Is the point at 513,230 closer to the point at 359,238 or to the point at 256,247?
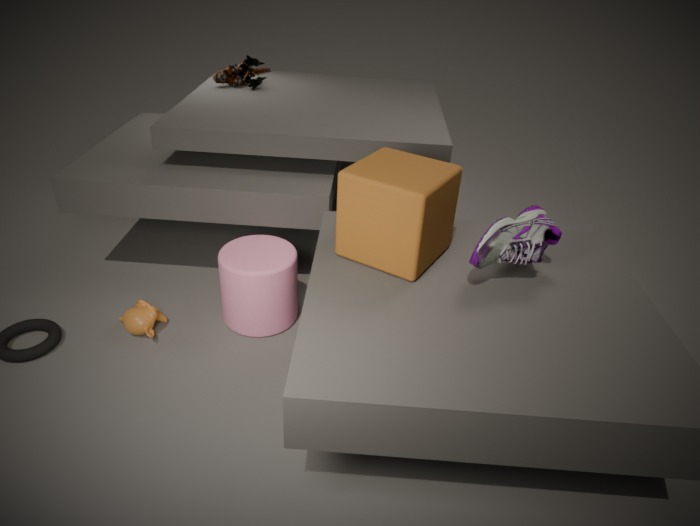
the point at 359,238
